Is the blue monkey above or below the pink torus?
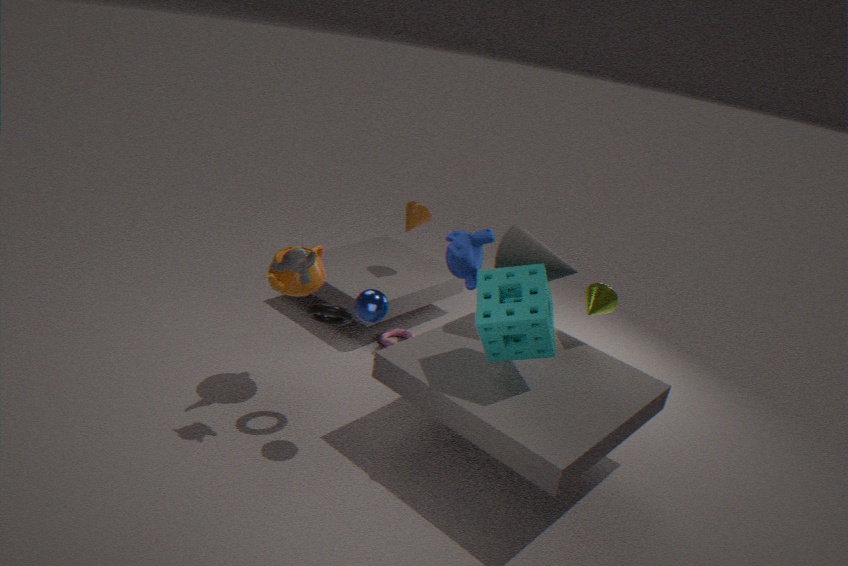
above
